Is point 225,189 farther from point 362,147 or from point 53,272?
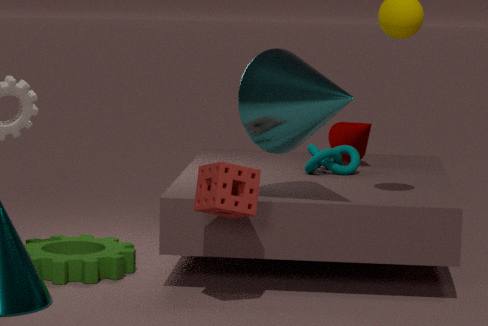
point 362,147
